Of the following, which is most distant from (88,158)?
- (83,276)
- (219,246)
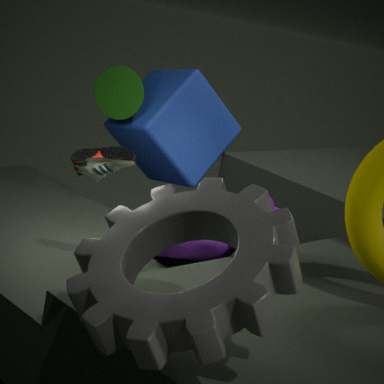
(83,276)
